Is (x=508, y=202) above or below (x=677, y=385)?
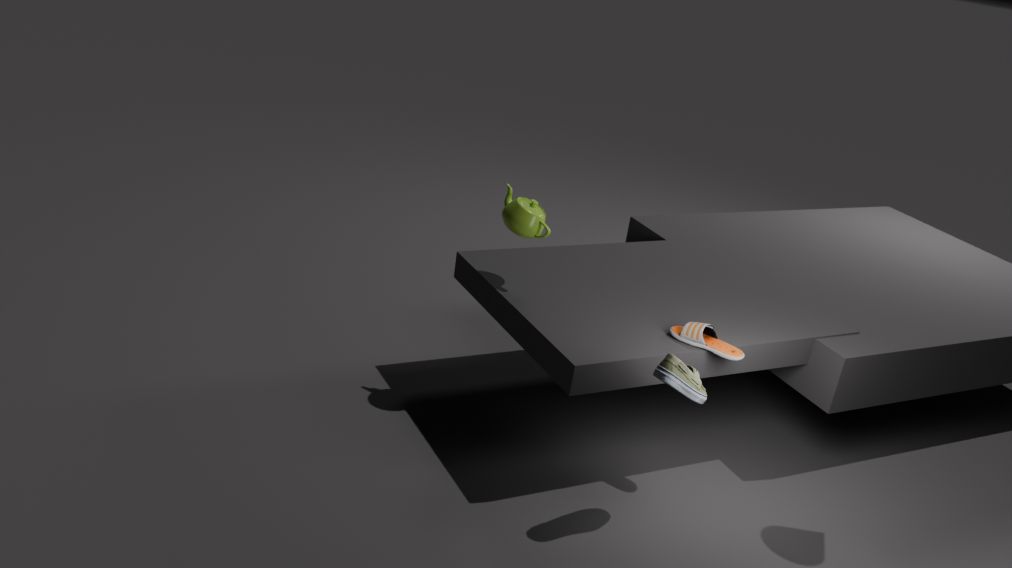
above
